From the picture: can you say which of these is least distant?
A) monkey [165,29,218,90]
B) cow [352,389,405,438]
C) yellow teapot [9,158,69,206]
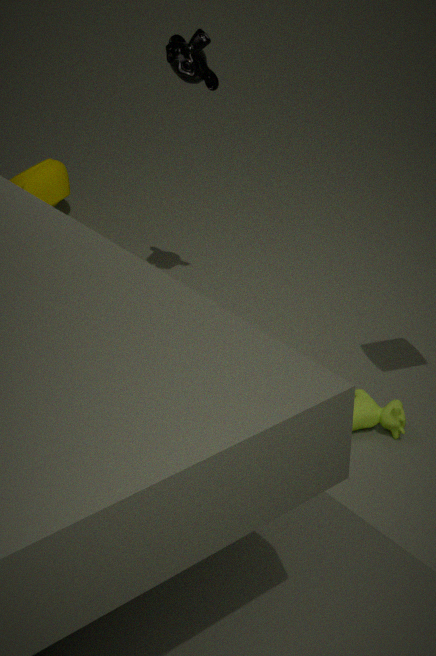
cow [352,389,405,438]
